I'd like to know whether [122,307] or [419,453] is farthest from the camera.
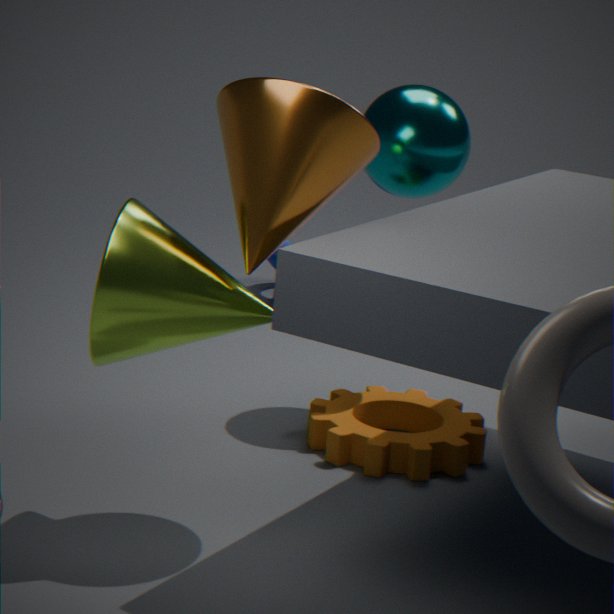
[419,453]
